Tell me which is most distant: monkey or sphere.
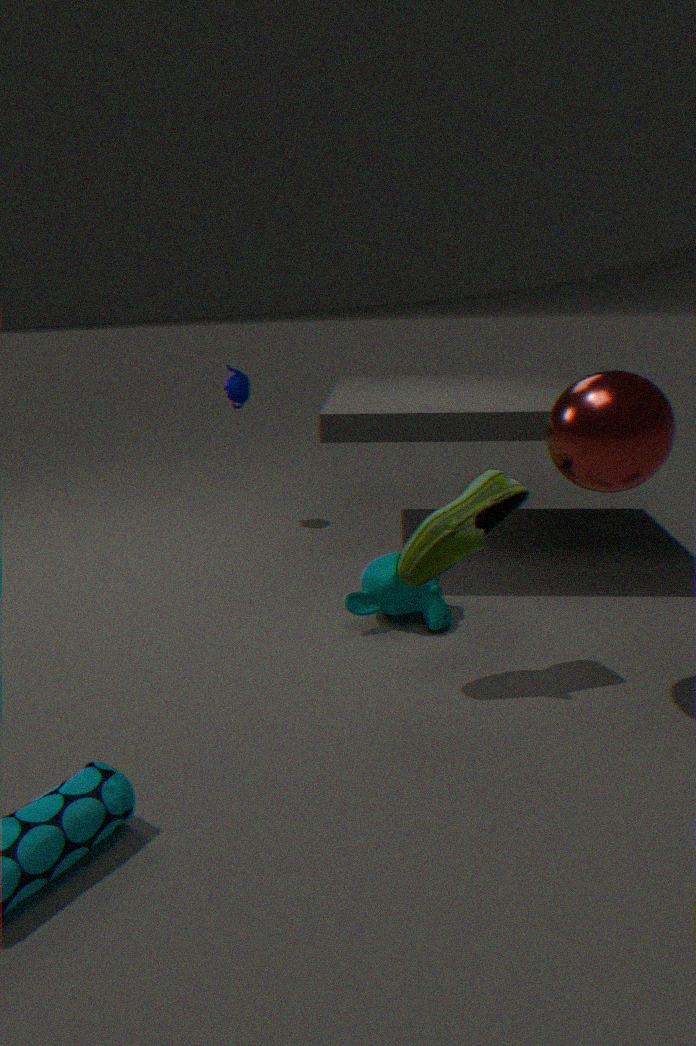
monkey
